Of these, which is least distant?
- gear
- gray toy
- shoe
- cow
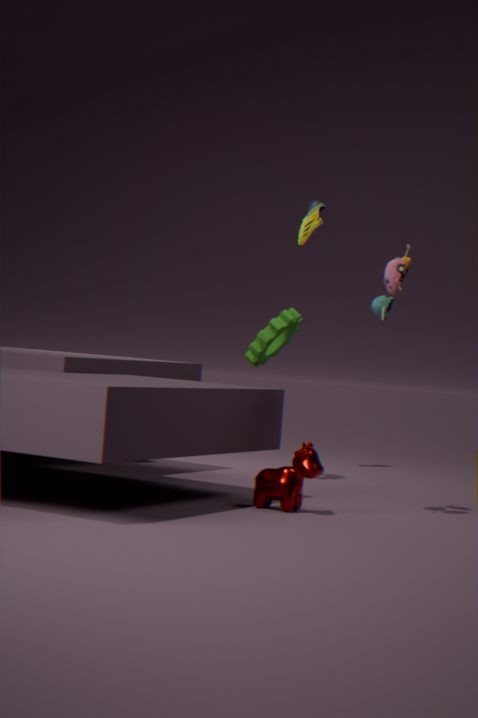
cow
